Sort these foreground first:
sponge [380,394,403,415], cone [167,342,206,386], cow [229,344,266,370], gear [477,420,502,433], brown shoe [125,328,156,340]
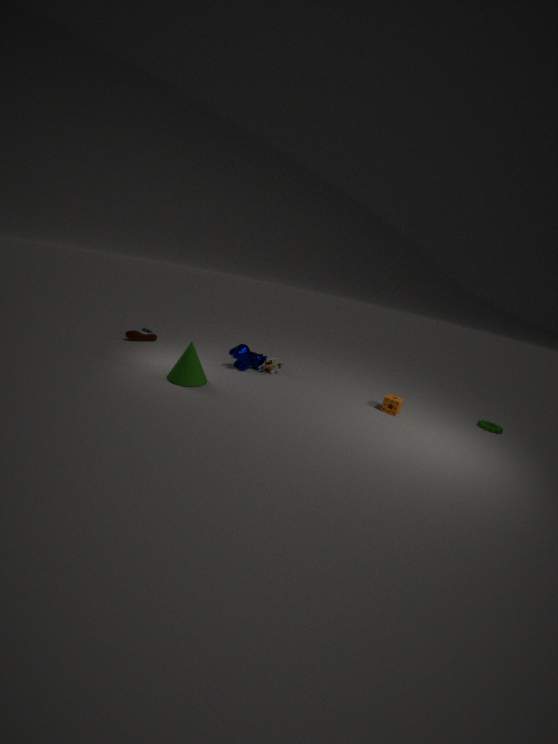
cone [167,342,206,386], sponge [380,394,403,415], gear [477,420,502,433], cow [229,344,266,370], brown shoe [125,328,156,340]
